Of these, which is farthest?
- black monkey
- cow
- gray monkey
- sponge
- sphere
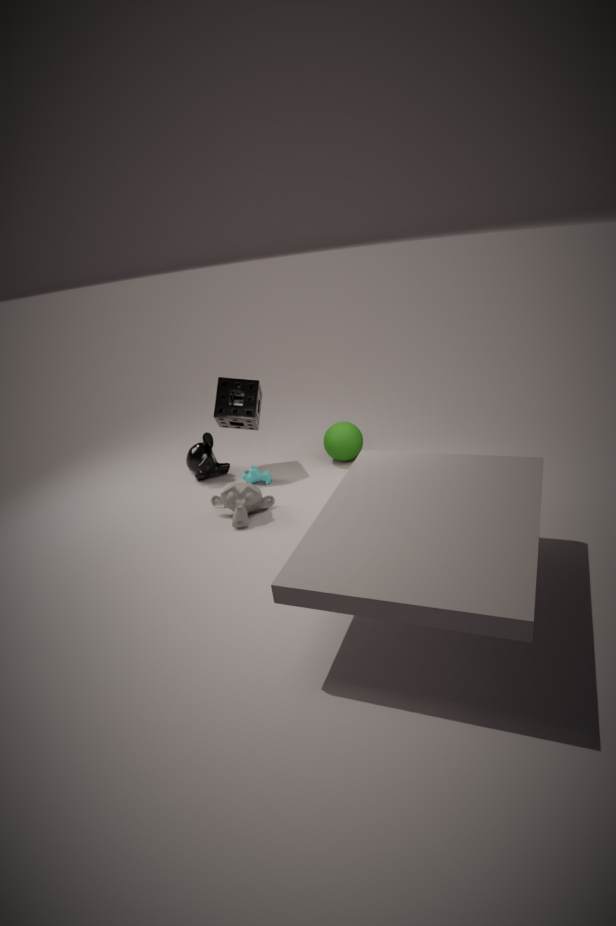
black monkey
